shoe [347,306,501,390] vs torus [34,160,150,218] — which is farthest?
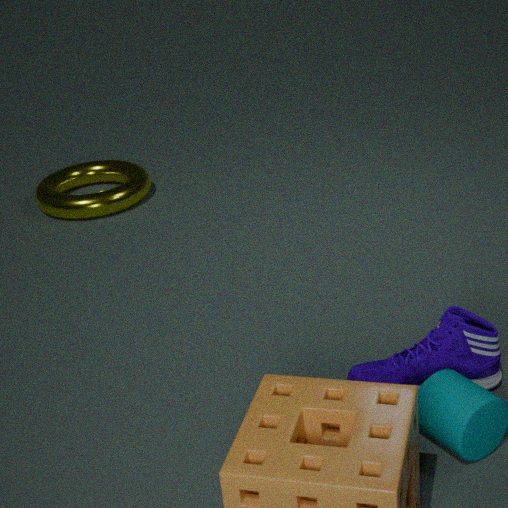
torus [34,160,150,218]
